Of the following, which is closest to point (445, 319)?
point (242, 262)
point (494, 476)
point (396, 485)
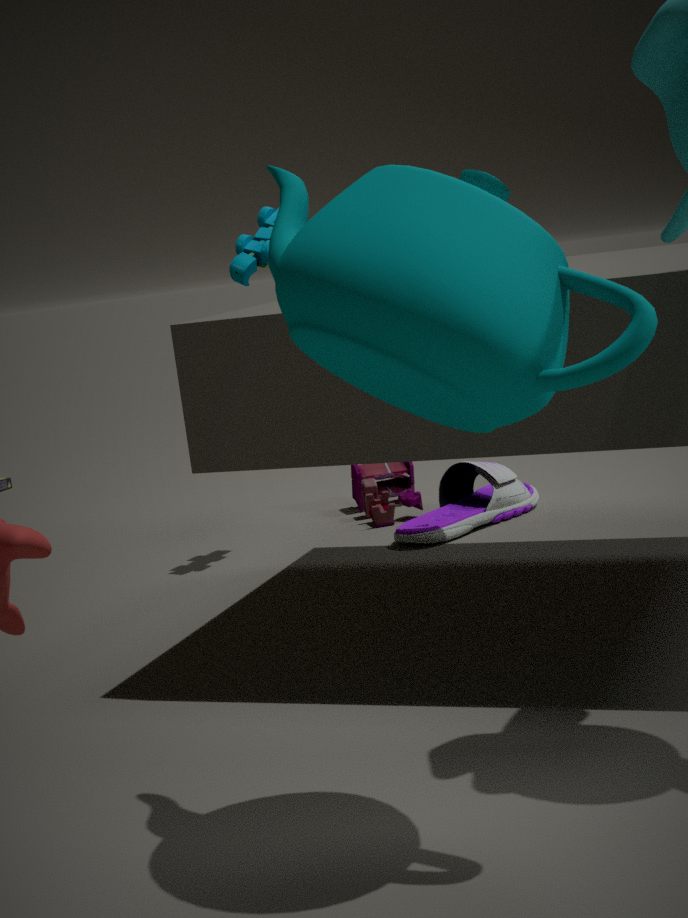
point (242, 262)
